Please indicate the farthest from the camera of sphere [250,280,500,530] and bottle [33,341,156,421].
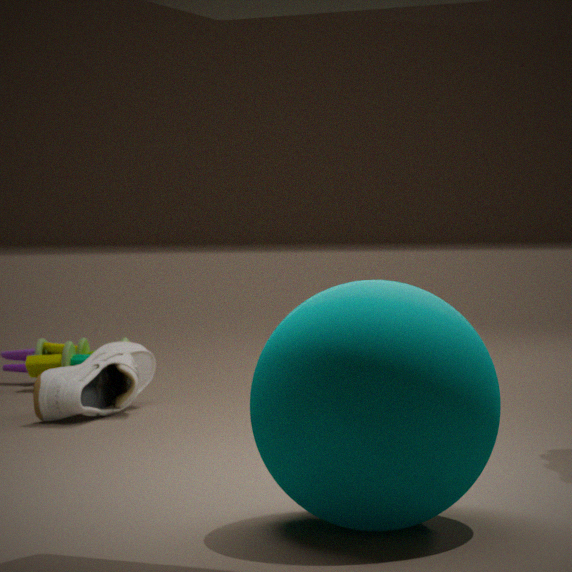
bottle [33,341,156,421]
